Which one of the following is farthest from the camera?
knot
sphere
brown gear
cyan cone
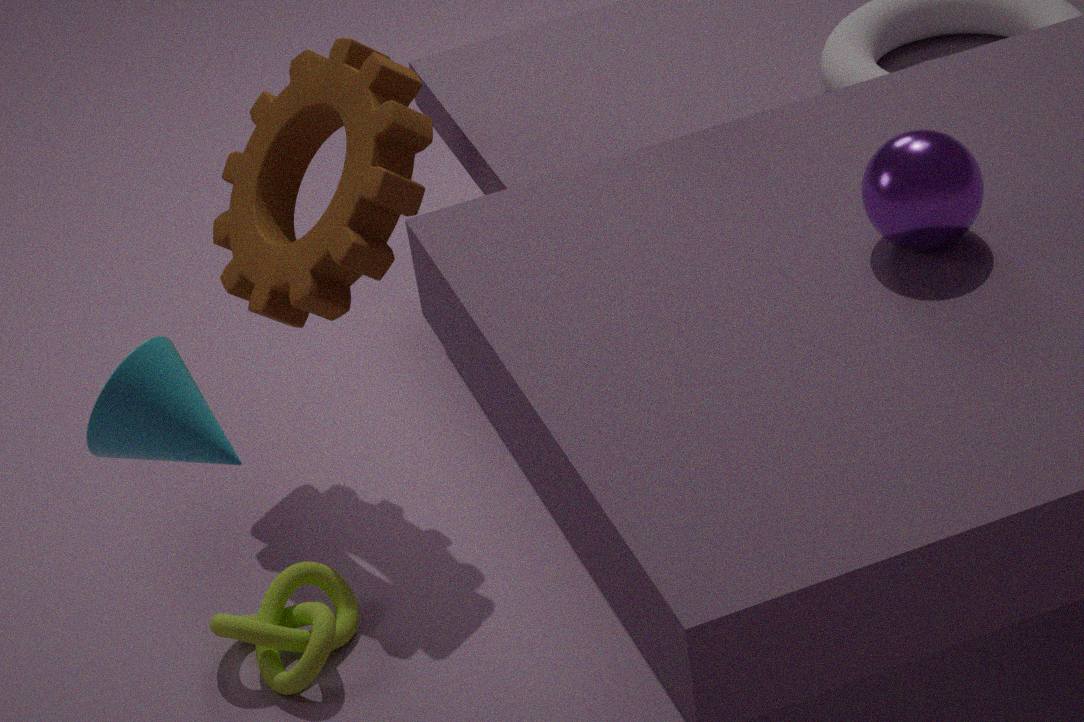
brown gear
